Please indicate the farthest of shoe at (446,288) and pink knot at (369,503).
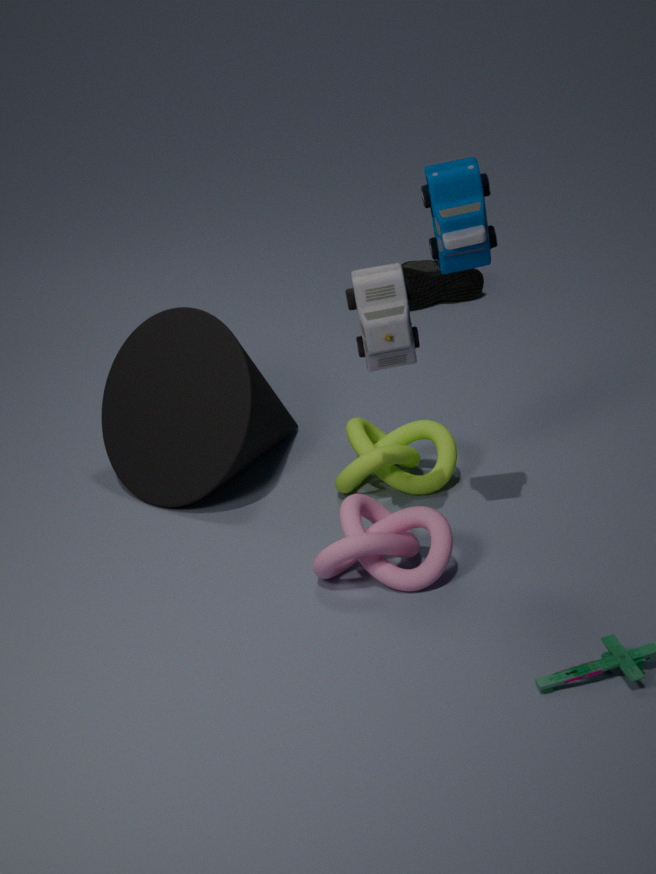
shoe at (446,288)
